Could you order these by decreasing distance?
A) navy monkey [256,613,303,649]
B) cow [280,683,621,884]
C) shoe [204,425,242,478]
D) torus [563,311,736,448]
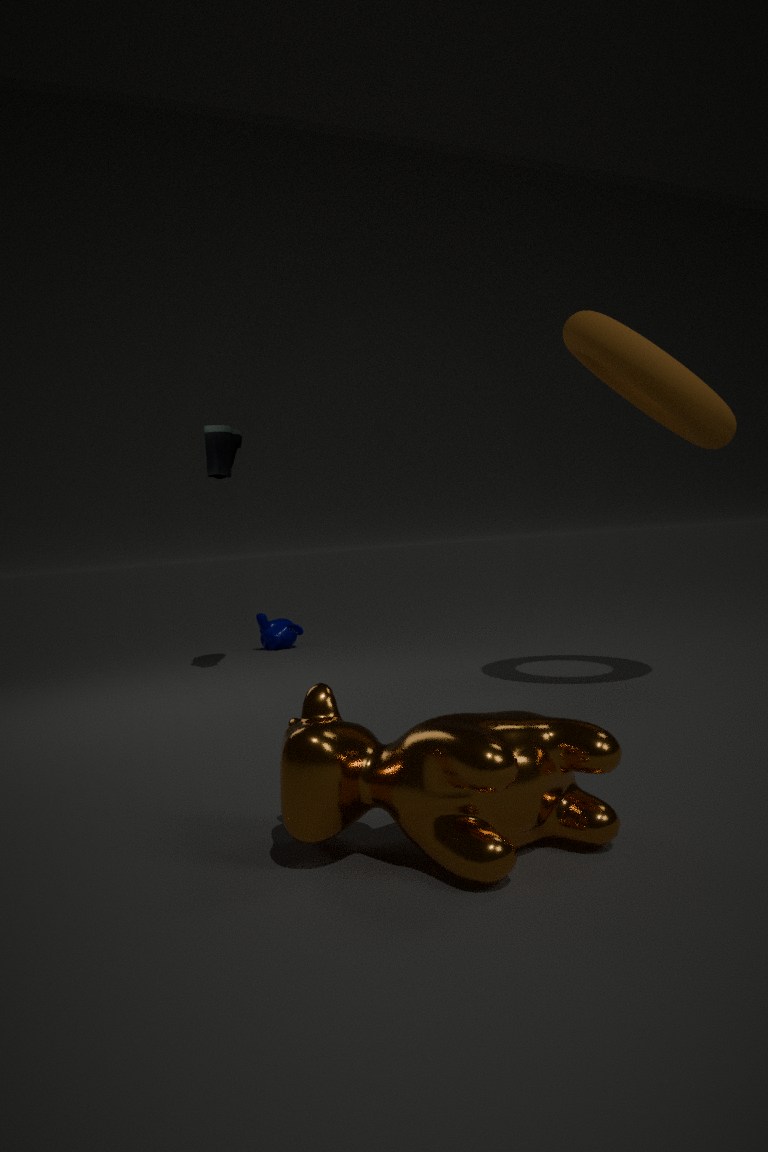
navy monkey [256,613,303,649]
shoe [204,425,242,478]
torus [563,311,736,448]
cow [280,683,621,884]
